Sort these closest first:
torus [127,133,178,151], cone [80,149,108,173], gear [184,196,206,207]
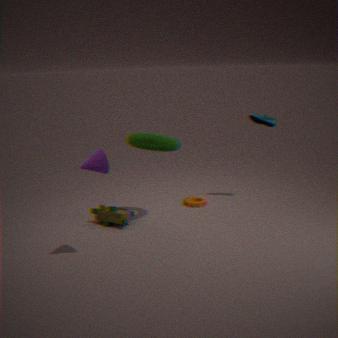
cone [80,149,108,173], torus [127,133,178,151], gear [184,196,206,207]
